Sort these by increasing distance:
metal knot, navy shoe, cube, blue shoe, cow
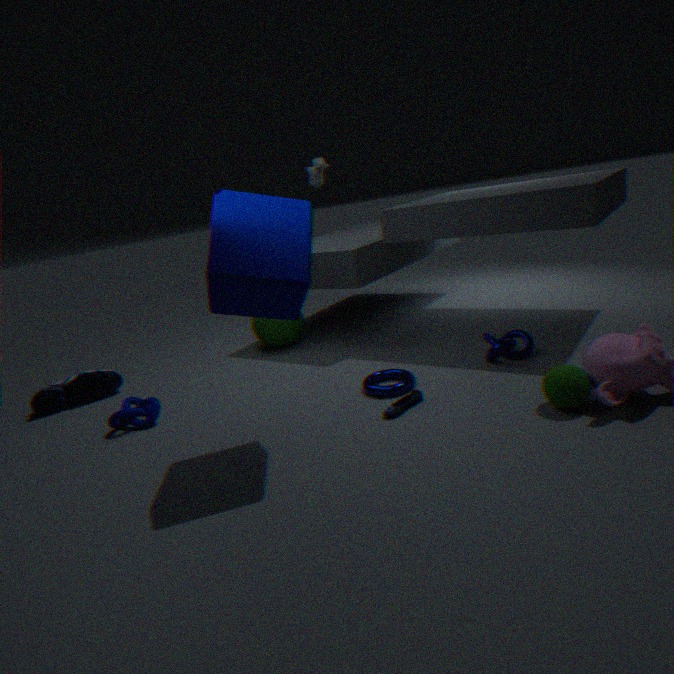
cube, blue shoe, metal knot, navy shoe, cow
